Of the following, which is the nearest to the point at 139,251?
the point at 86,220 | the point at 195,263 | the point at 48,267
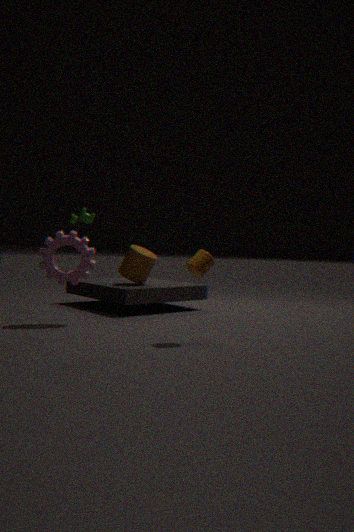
the point at 86,220
